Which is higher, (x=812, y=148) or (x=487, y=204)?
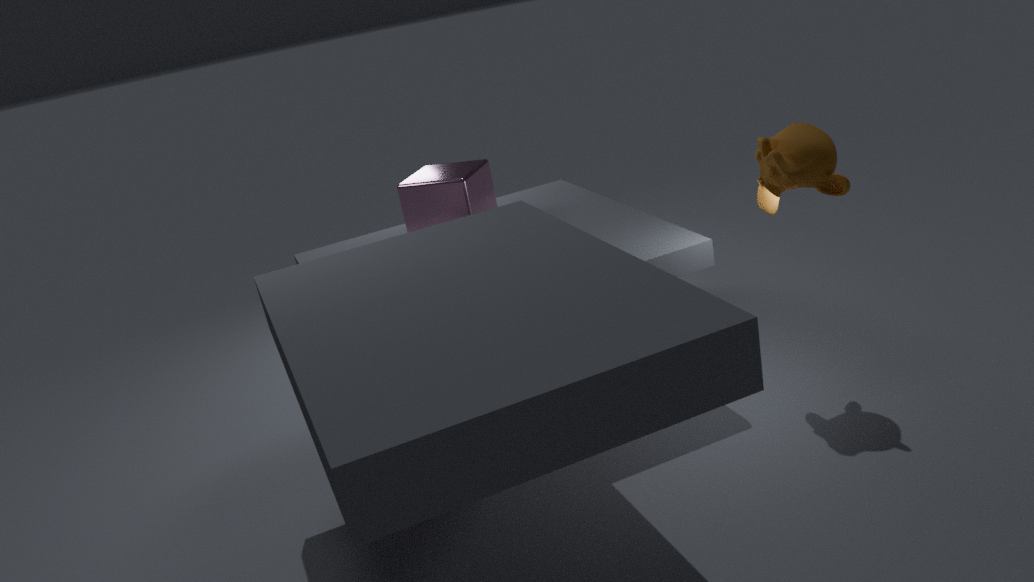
(x=812, y=148)
